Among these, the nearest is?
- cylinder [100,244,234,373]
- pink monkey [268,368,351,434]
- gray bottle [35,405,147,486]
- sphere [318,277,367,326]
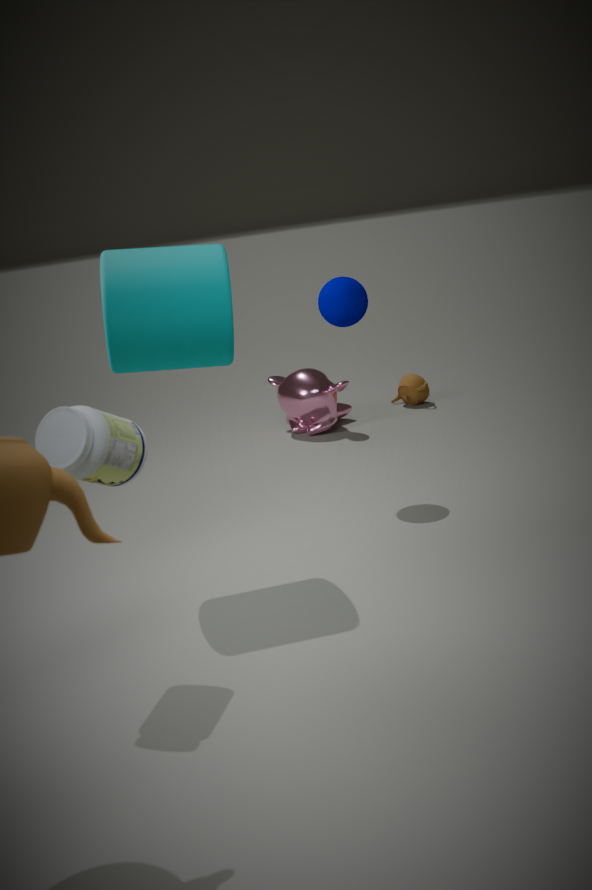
gray bottle [35,405,147,486]
